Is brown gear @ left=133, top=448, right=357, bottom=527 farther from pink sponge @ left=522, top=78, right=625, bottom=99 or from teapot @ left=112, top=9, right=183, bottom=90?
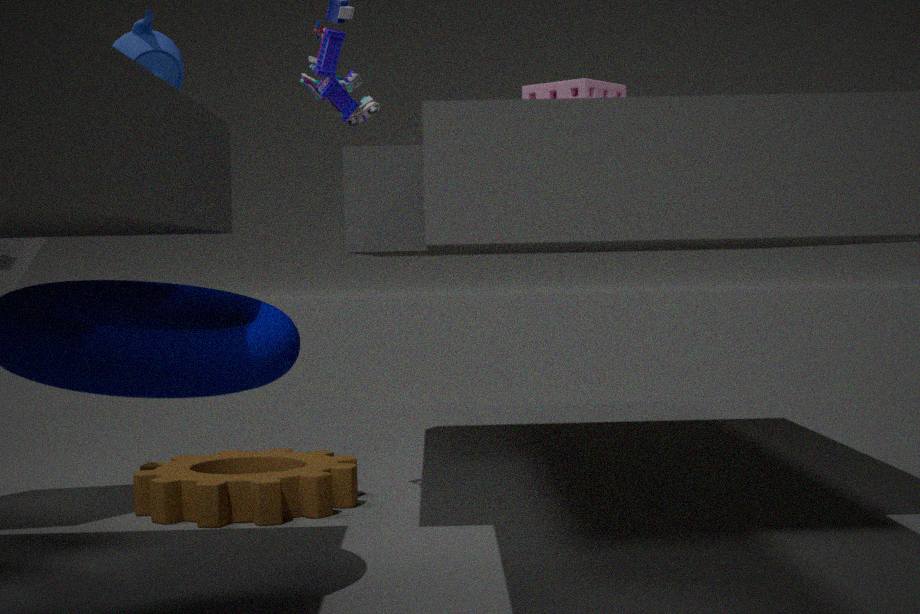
pink sponge @ left=522, top=78, right=625, bottom=99
